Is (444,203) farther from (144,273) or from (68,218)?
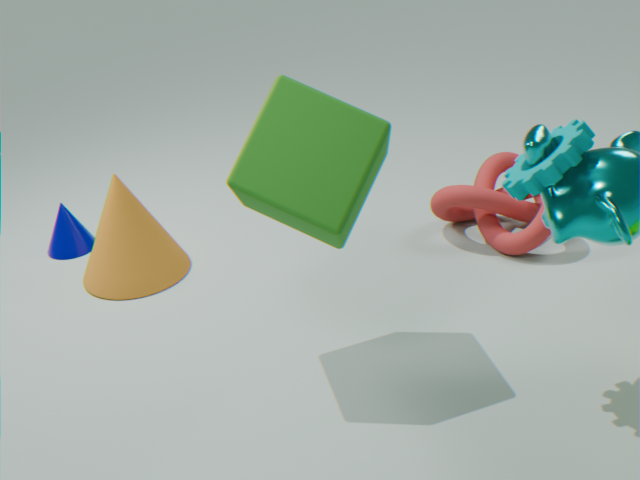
(68,218)
